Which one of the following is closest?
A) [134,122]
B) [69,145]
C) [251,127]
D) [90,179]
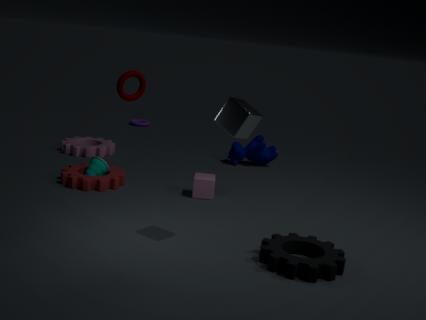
[251,127]
